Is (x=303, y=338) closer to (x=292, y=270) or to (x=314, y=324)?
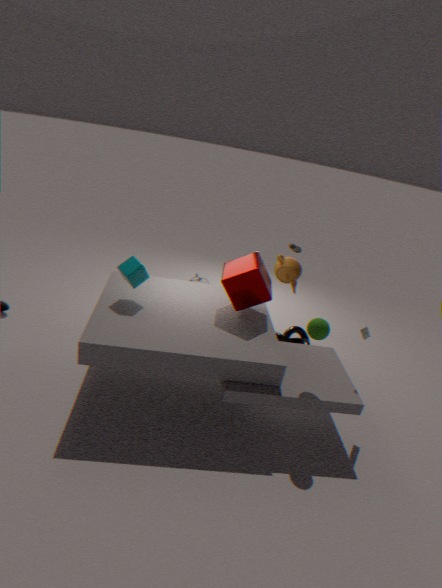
(x=292, y=270)
